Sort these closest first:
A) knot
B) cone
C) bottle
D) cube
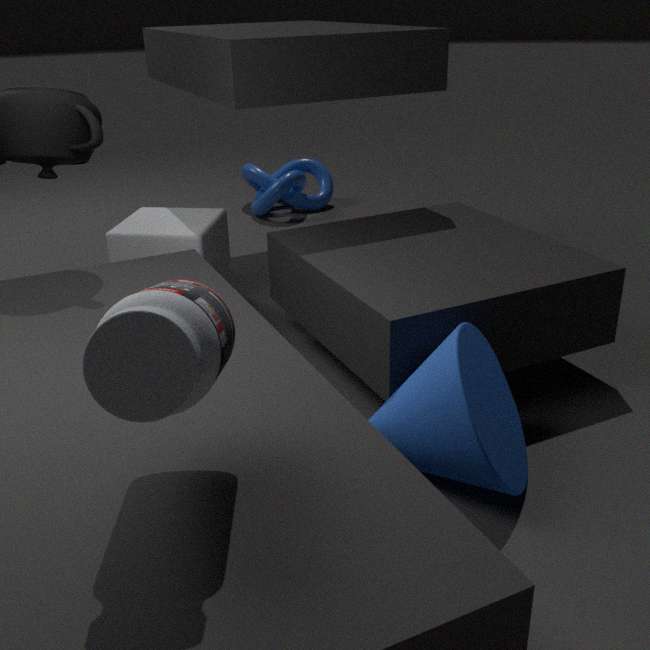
bottle
cone
cube
knot
